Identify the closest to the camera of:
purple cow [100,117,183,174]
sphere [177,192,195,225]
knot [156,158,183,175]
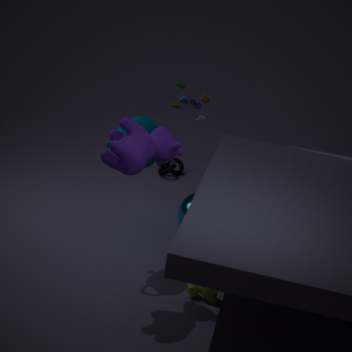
purple cow [100,117,183,174]
